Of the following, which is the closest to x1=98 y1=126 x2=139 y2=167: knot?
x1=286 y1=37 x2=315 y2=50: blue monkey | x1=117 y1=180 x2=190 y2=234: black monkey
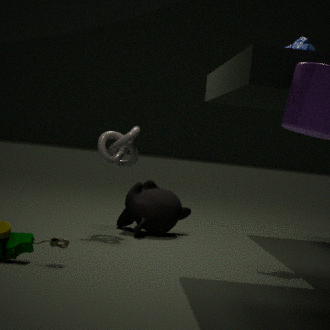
x1=117 y1=180 x2=190 y2=234: black monkey
